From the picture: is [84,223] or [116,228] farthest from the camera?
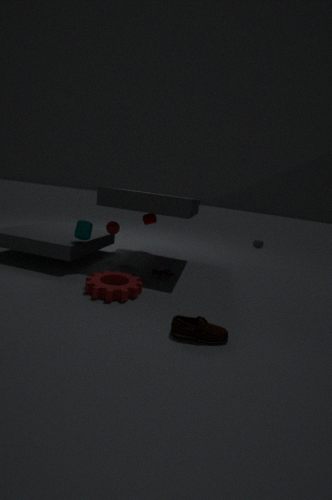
[116,228]
